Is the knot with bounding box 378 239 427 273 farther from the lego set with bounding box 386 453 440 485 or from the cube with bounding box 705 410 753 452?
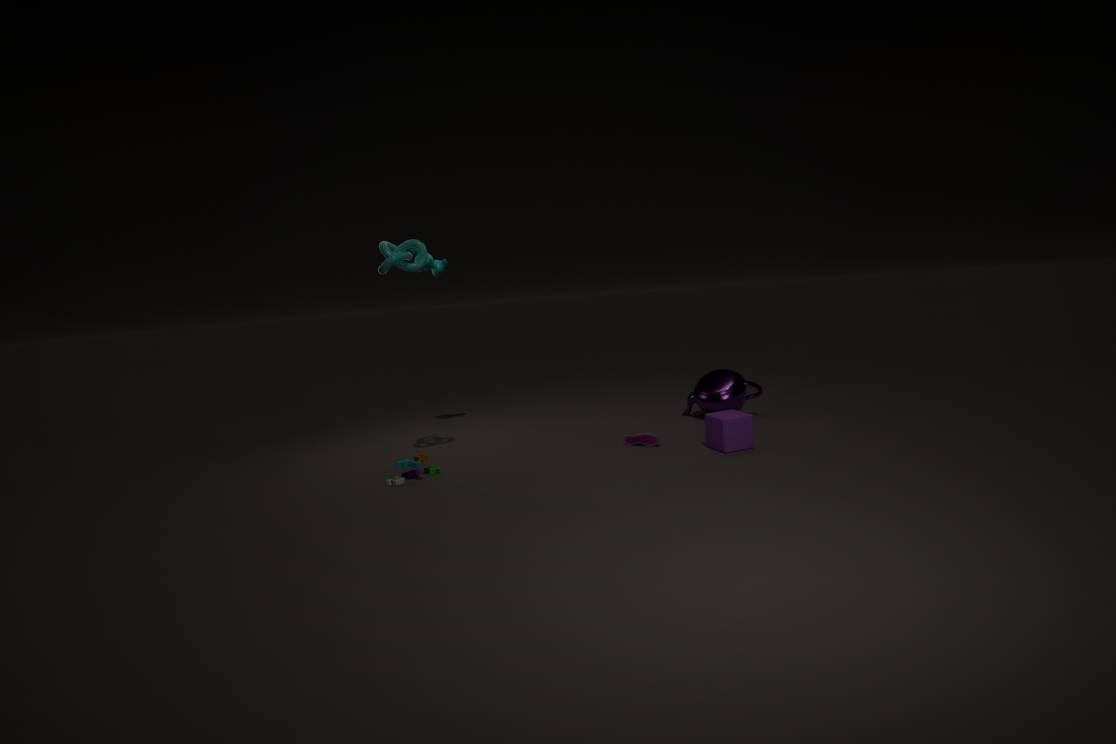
the cube with bounding box 705 410 753 452
